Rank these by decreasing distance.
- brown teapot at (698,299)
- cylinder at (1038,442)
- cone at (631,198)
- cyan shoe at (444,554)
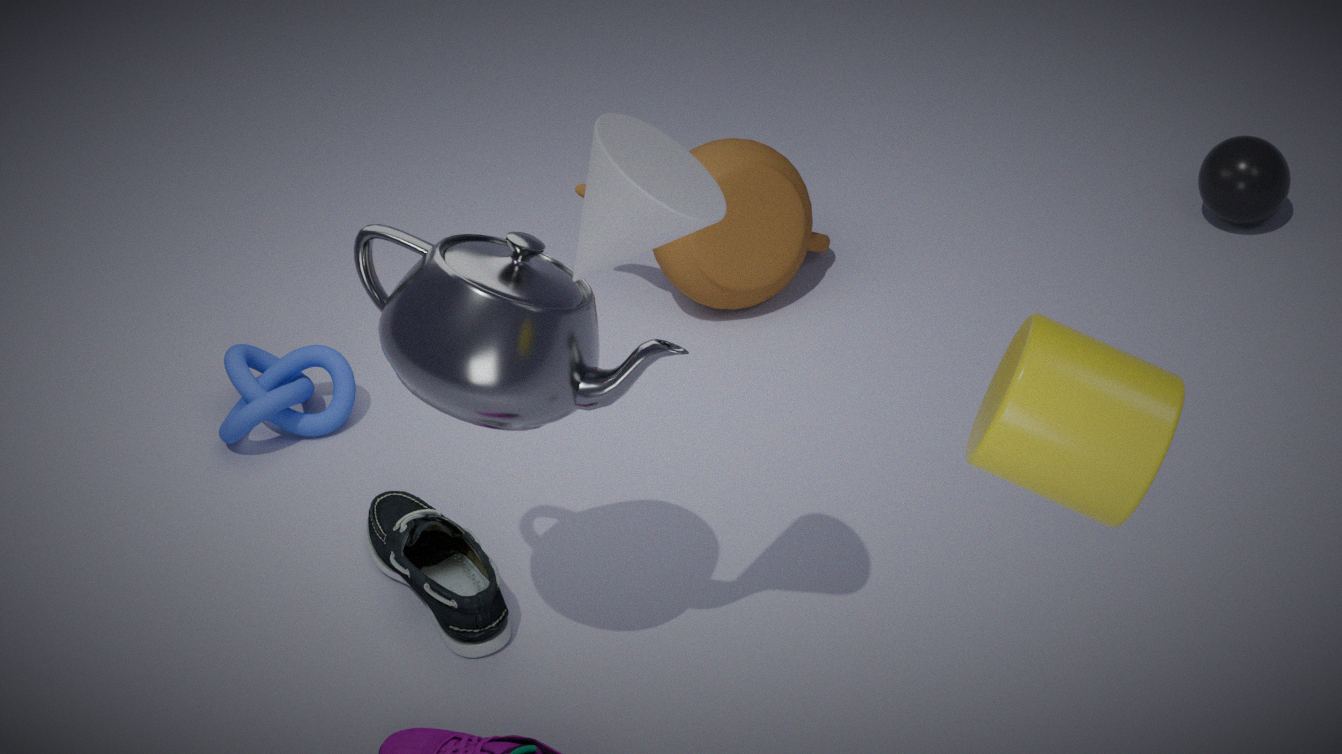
brown teapot at (698,299), cyan shoe at (444,554), cone at (631,198), cylinder at (1038,442)
